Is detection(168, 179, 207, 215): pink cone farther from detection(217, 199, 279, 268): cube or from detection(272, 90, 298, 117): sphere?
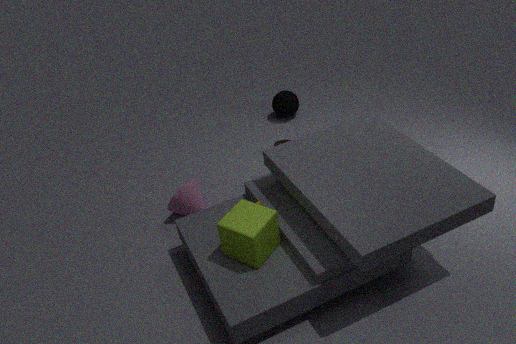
detection(272, 90, 298, 117): sphere
